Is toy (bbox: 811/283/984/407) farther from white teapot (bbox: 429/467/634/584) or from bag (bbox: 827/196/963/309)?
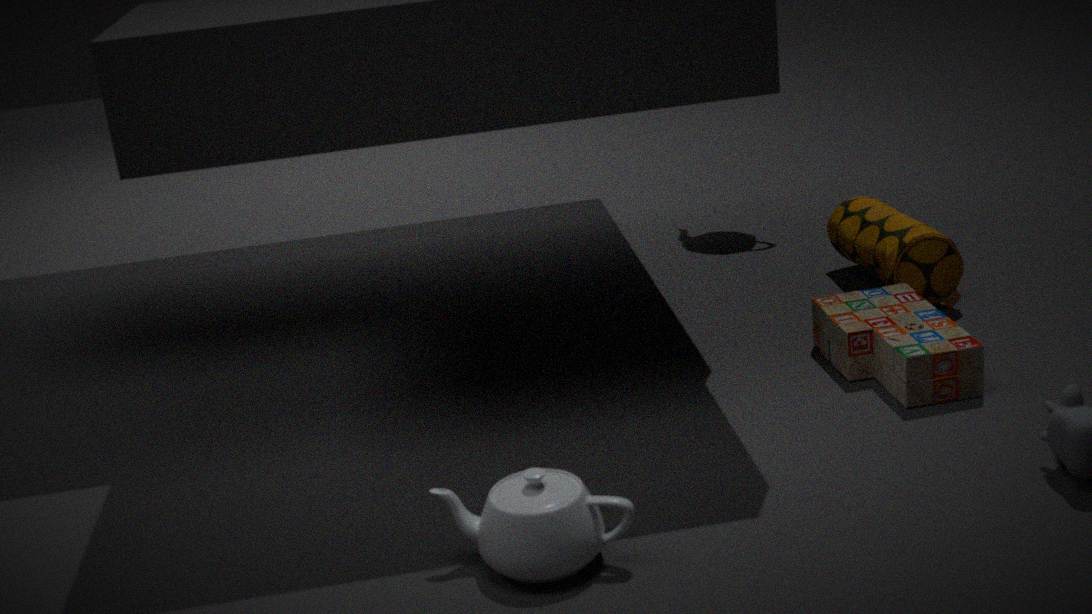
white teapot (bbox: 429/467/634/584)
